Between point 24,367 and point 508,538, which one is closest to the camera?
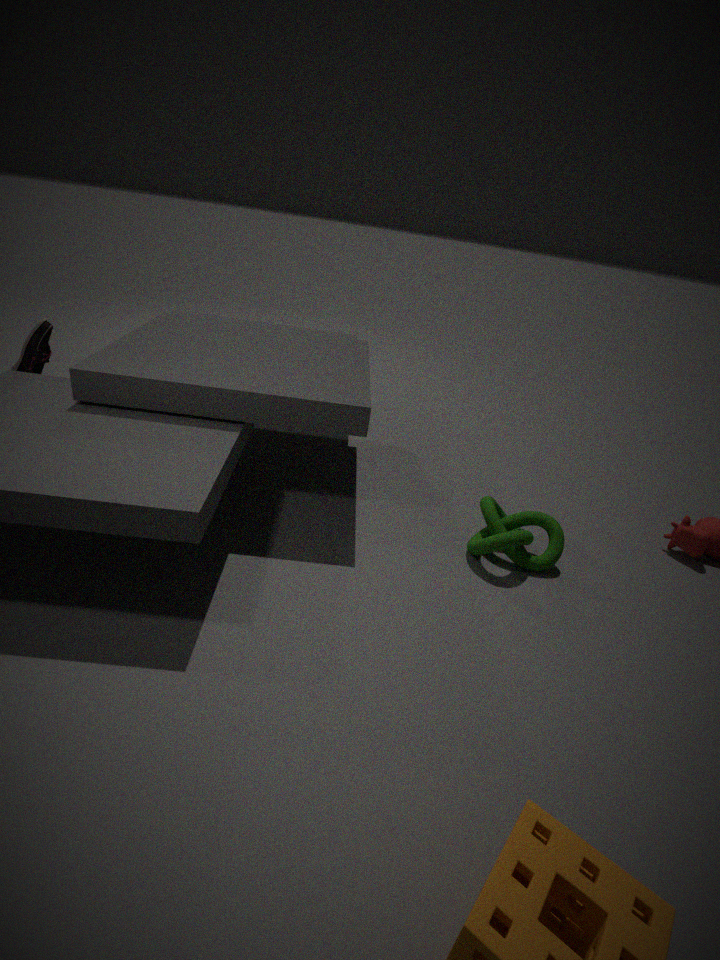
point 508,538
